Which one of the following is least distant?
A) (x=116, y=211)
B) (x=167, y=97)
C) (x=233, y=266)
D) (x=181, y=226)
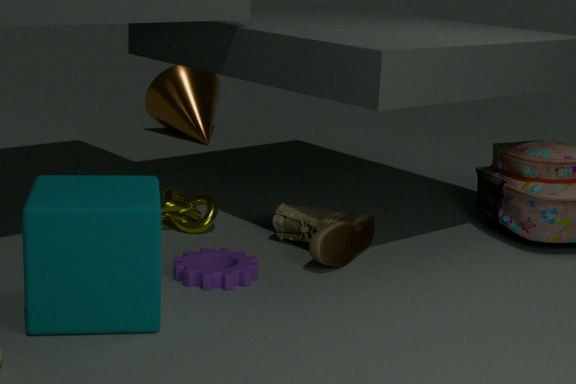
(x=116, y=211)
